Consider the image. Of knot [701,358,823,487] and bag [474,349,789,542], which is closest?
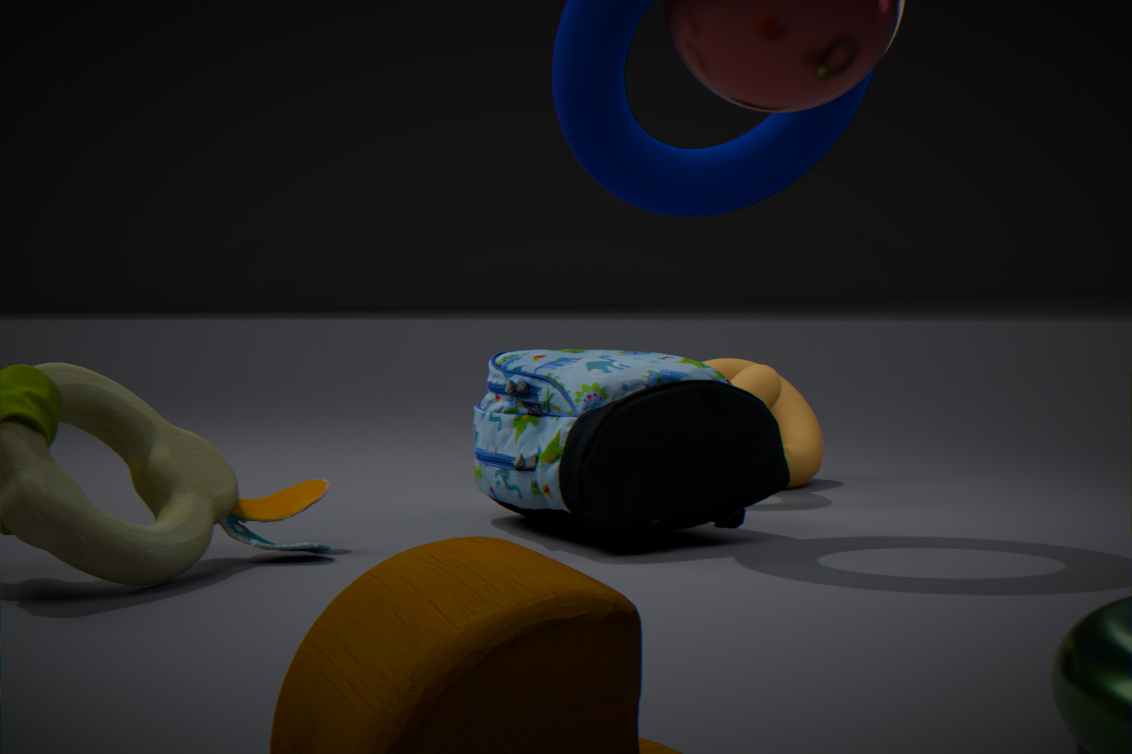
bag [474,349,789,542]
